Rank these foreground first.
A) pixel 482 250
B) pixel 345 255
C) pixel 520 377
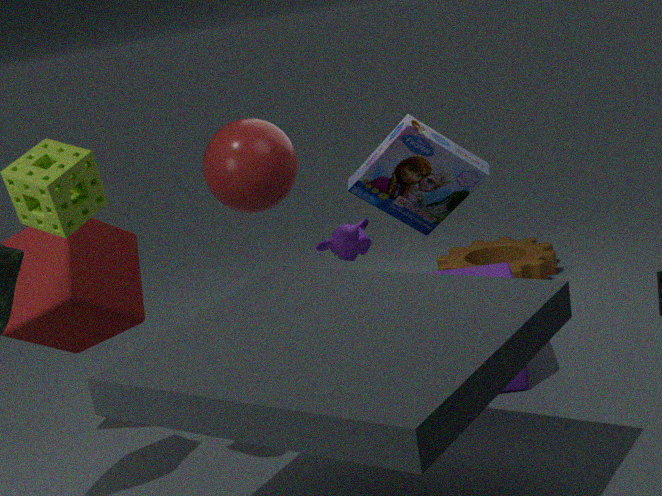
pixel 520 377 → pixel 345 255 → pixel 482 250
